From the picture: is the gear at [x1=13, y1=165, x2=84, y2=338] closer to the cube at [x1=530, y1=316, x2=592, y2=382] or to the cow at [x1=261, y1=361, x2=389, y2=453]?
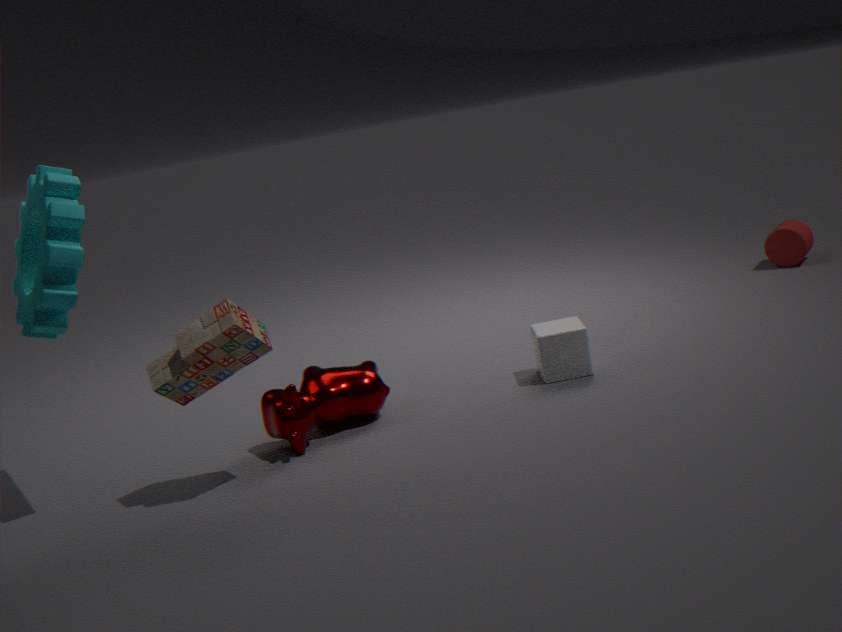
the cow at [x1=261, y1=361, x2=389, y2=453]
